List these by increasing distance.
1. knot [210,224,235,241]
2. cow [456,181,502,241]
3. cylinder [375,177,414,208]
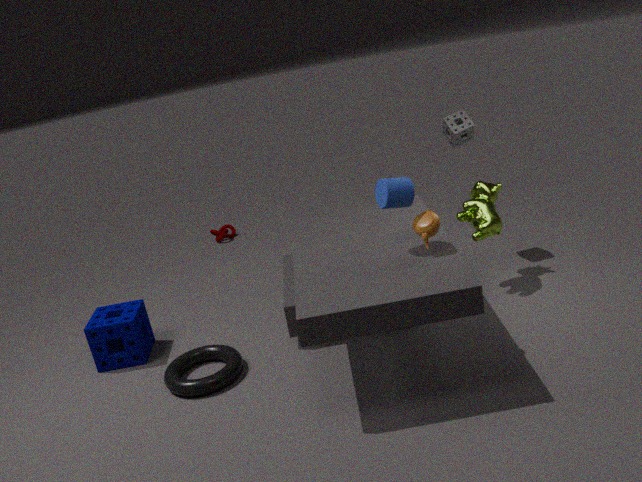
cylinder [375,177,414,208]
cow [456,181,502,241]
knot [210,224,235,241]
